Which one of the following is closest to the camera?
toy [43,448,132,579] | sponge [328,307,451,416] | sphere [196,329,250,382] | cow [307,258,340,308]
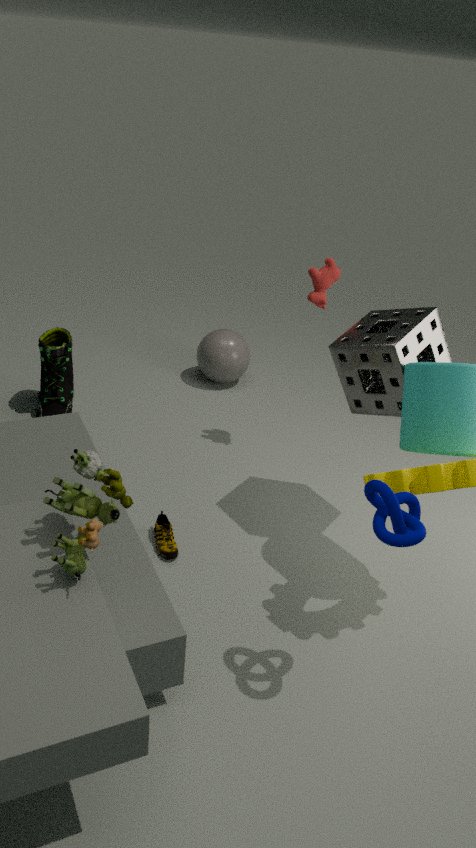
toy [43,448,132,579]
